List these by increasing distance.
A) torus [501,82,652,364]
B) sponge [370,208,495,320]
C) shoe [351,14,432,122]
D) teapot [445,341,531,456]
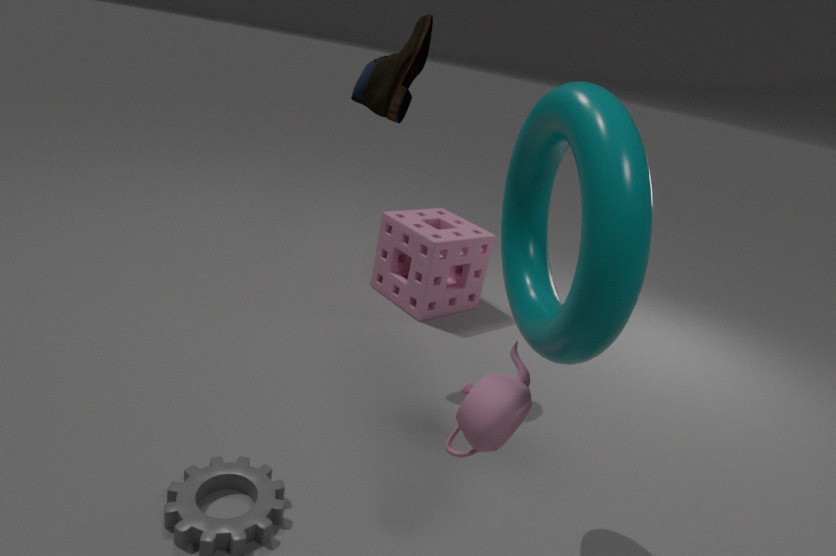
torus [501,82,652,364]
teapot [445,341,531,456]
shoe [351,14,432,122]
sponge [370,208,495,320]
